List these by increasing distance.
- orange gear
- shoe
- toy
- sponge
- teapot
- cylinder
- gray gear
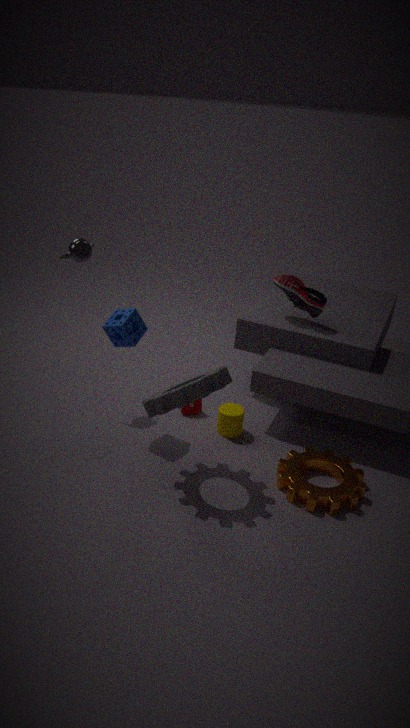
gray gear
orange gear
sponge
teapot
cylinder
toy
shoe
